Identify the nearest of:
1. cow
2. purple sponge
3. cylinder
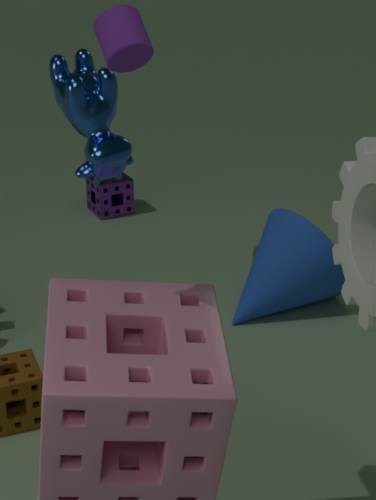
cow
